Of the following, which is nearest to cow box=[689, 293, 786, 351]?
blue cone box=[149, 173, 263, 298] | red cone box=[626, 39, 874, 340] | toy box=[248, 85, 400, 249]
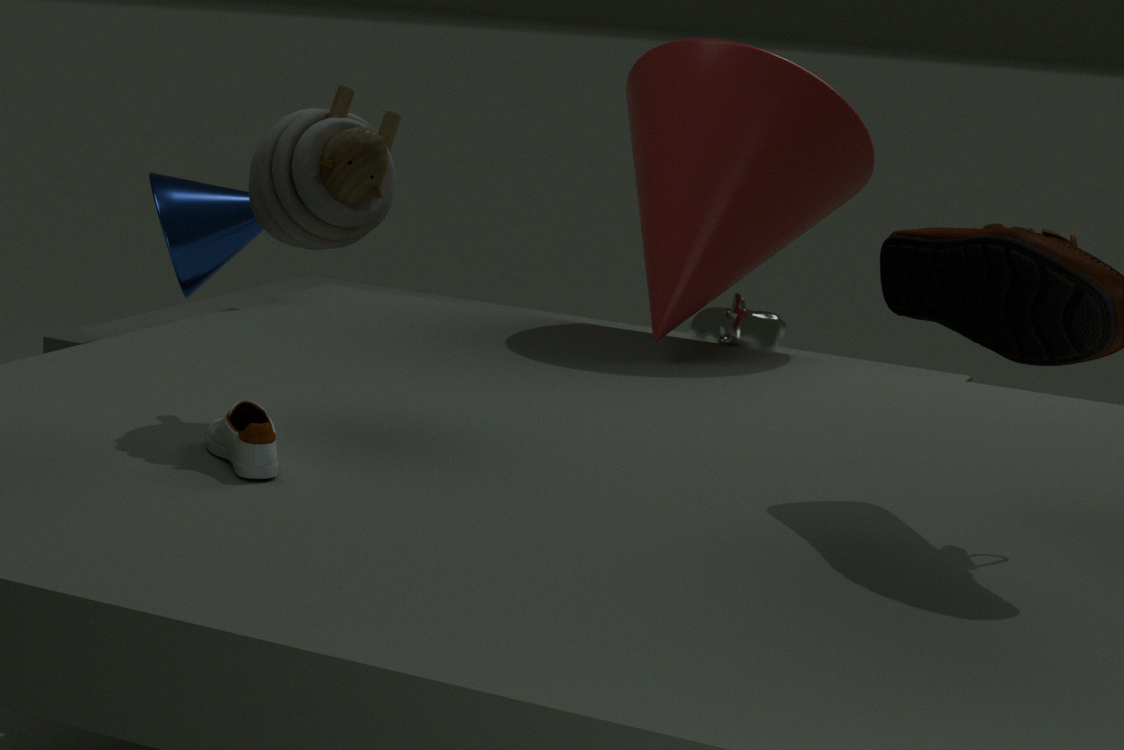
red cone box=[626, 39, 874, 340]
